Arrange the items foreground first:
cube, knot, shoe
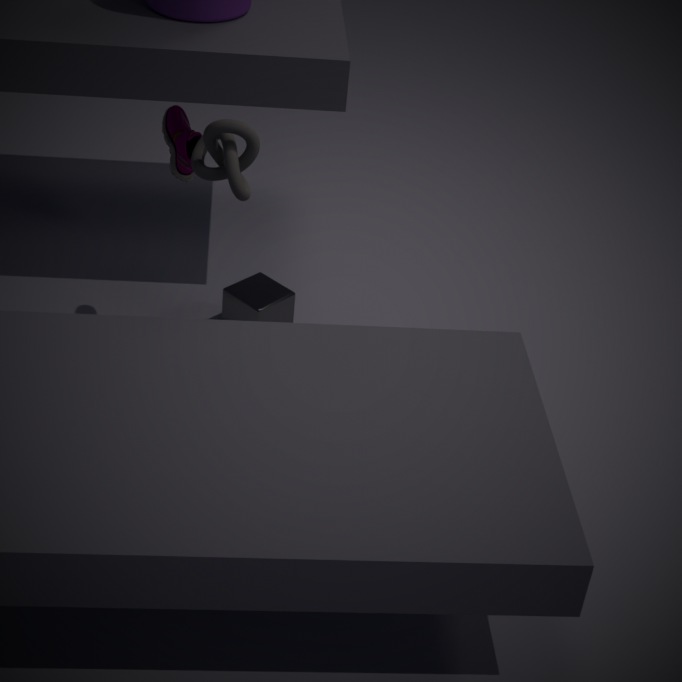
knot < cube < shoe
